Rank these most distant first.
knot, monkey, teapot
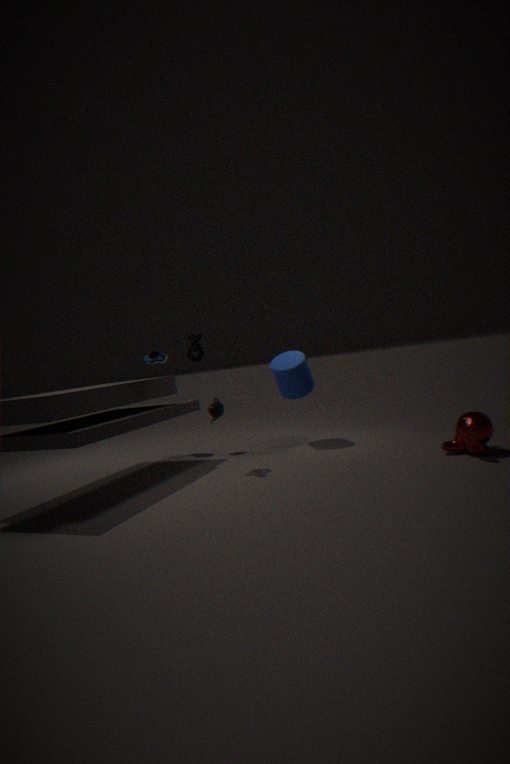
teapot, knot, monkey
